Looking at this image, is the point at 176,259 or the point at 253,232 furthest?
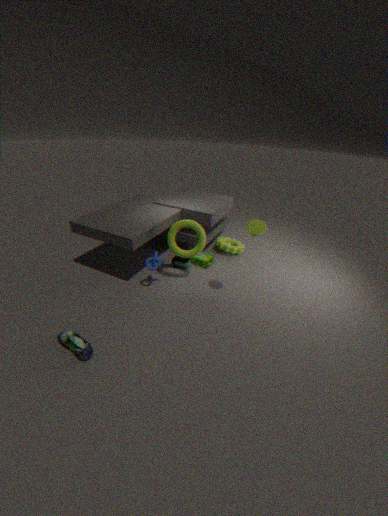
the point at 176,259
